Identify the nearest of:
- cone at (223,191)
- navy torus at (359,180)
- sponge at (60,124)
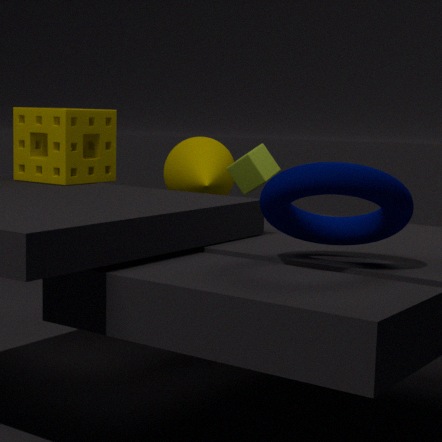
navy torus at (359,180)
